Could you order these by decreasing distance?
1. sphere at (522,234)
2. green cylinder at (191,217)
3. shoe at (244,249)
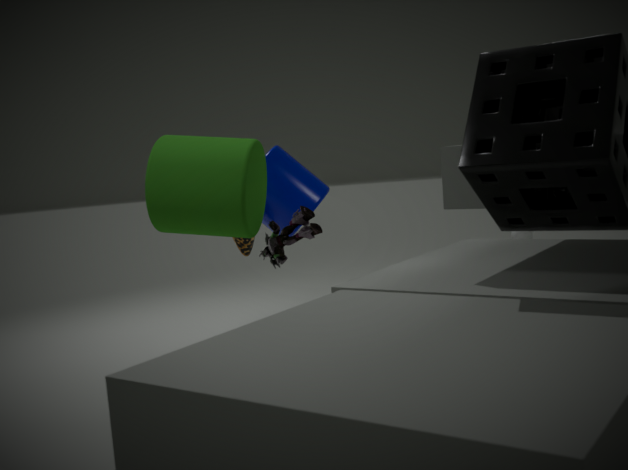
sphere at (522,234), shoe at (244,249), green cylinder at (191,217)
